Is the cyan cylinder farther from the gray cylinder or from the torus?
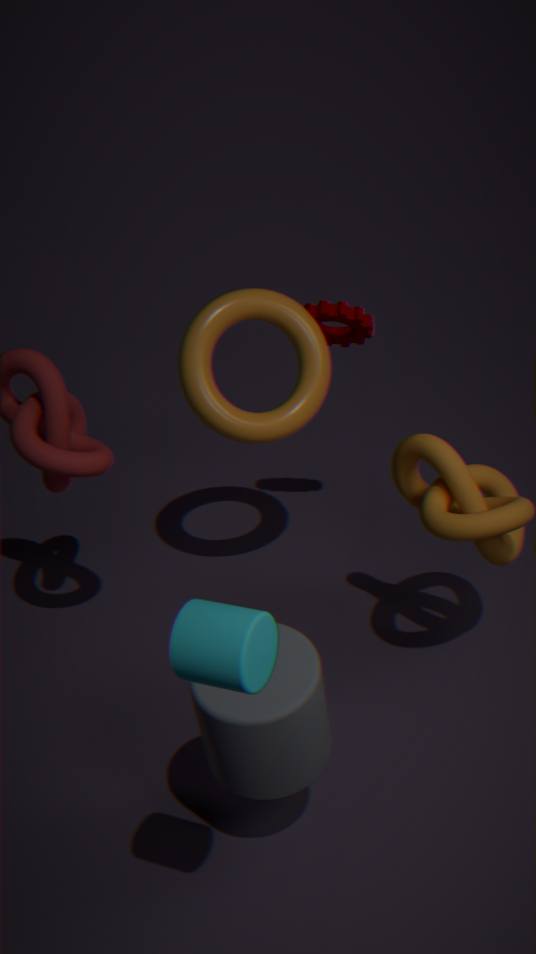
the torus
